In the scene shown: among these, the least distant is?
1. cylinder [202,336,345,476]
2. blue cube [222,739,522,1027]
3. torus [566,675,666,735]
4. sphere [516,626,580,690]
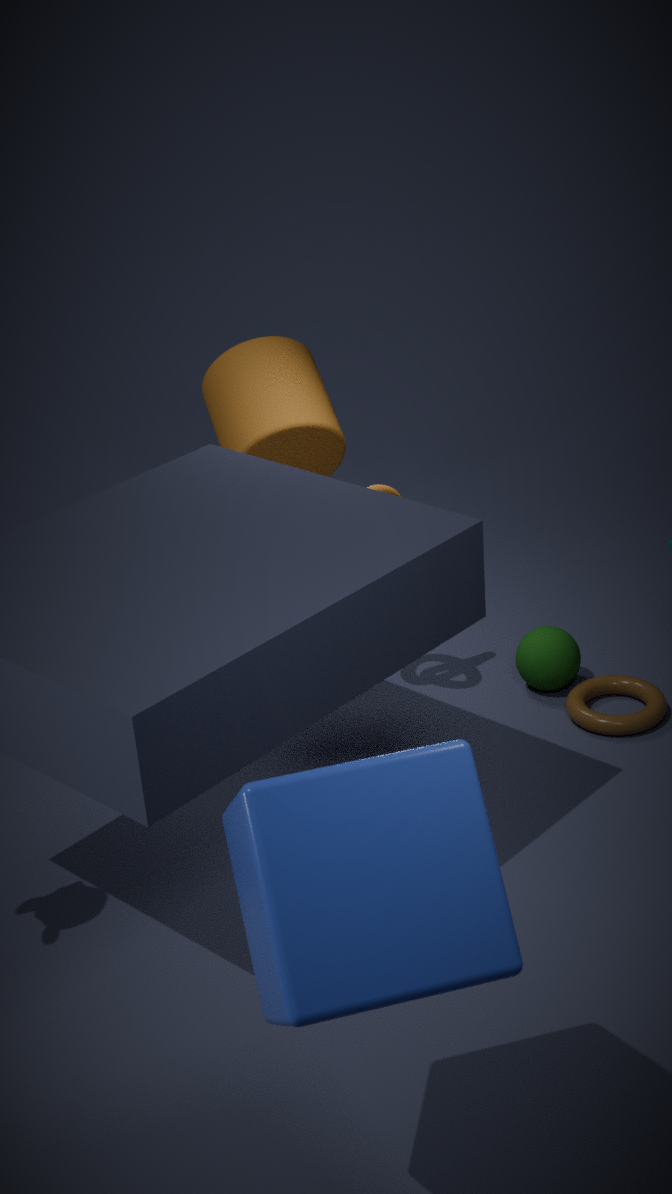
blue cube [222,739,522,1027]
